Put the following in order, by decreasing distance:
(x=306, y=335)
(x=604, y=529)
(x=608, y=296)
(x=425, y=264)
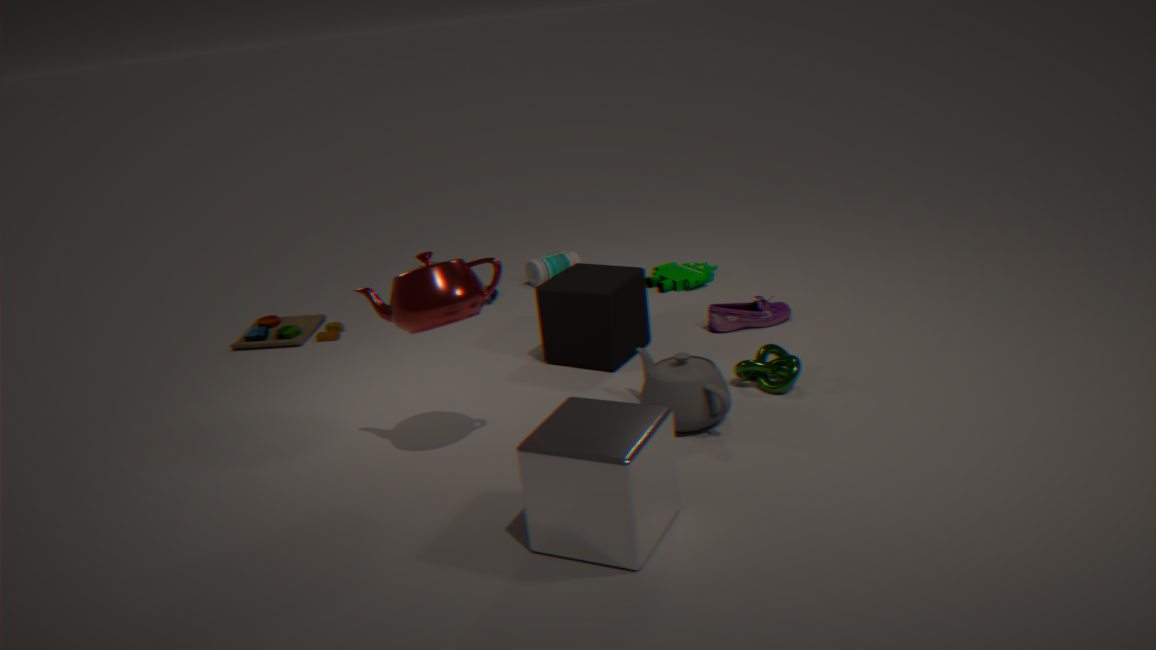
Answer: (x=306, y=335) → (x=608, y=296) → (x=425, y=264) → (x=604, y=529)
